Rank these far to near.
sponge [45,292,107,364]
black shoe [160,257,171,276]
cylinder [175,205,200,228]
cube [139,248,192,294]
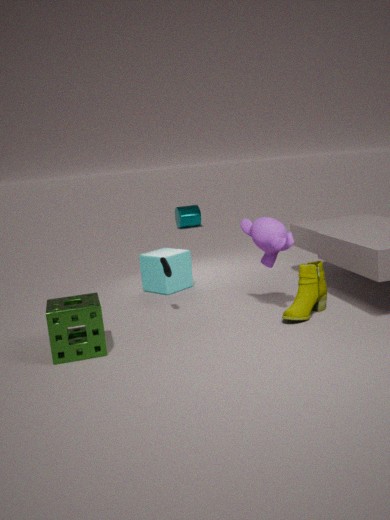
cylinder [175,205,200,228] < cube [139,248,192,294] < black shoe [160,257,171,276] < sponge [45,292,107,364]
